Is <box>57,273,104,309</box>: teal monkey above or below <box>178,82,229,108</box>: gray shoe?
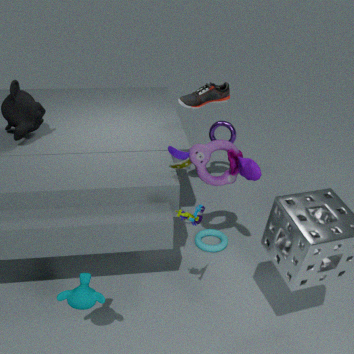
below
